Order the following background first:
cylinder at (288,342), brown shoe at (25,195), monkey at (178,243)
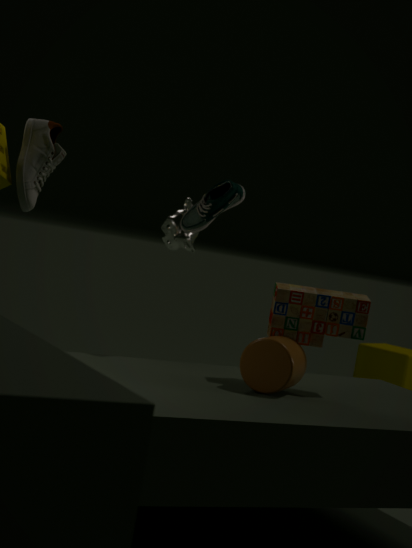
1. monkey at (178,243)
2. cylinder at (288,342)
3. brown shoe at (25,195)
